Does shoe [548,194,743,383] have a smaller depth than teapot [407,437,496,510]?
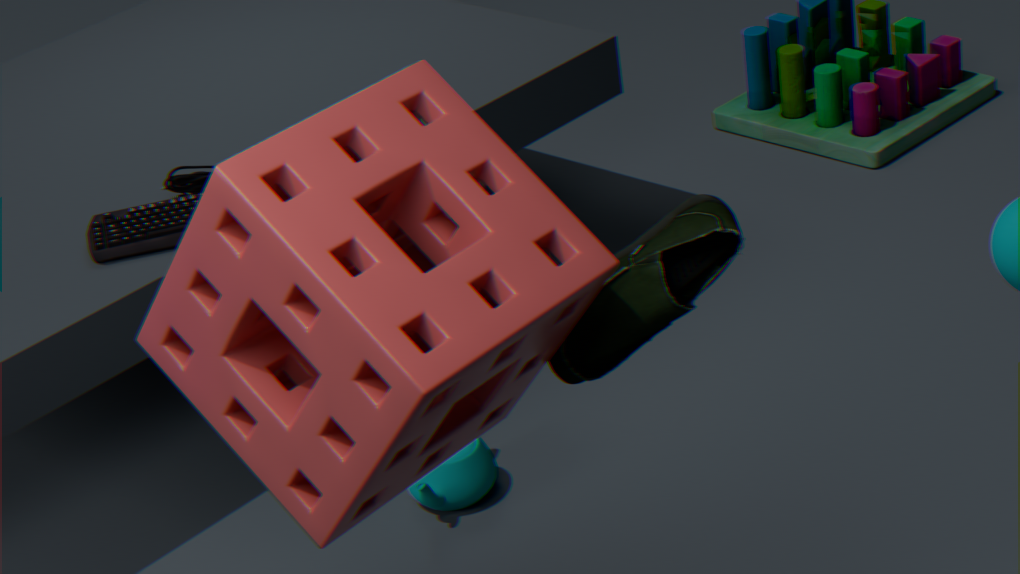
Yes
